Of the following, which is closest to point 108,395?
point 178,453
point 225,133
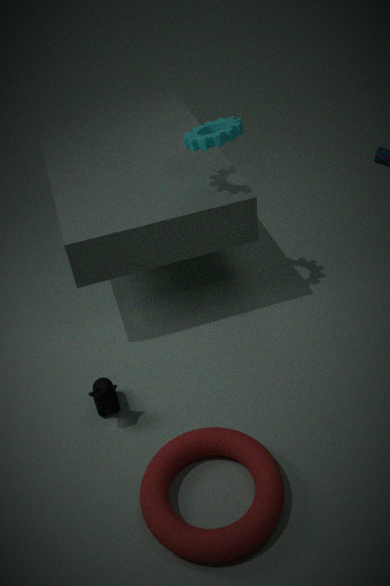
point 178,453
